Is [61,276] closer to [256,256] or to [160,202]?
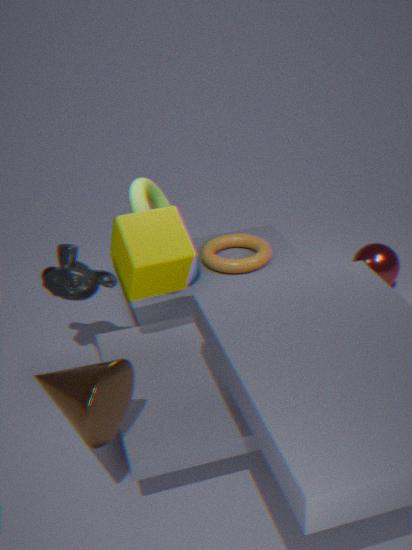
[160,202]
